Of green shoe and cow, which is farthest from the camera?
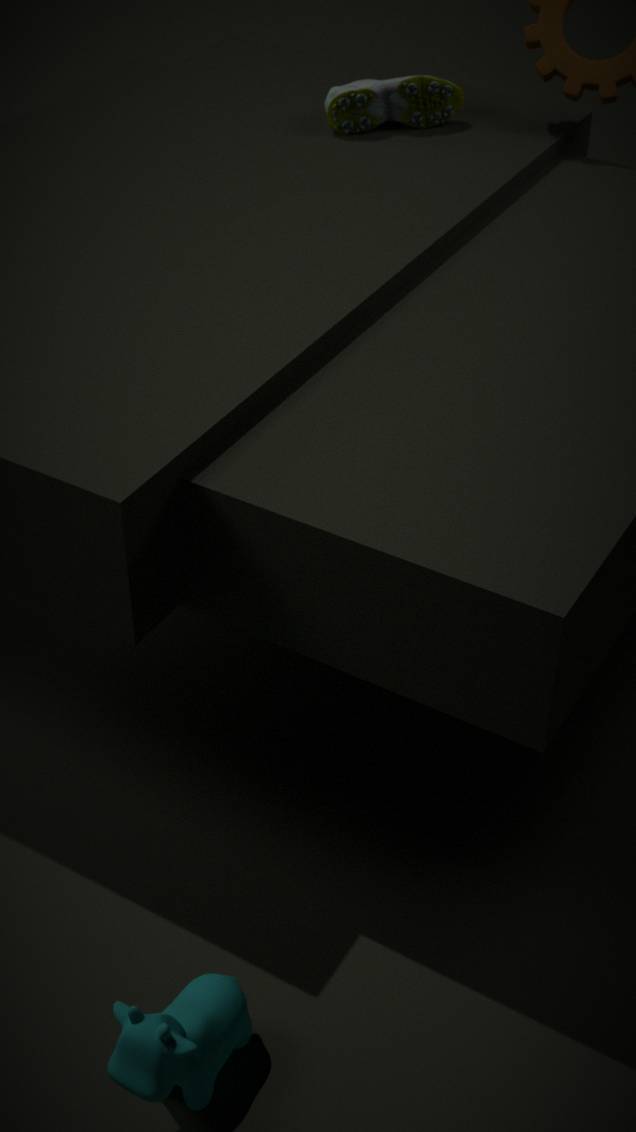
green shoe
